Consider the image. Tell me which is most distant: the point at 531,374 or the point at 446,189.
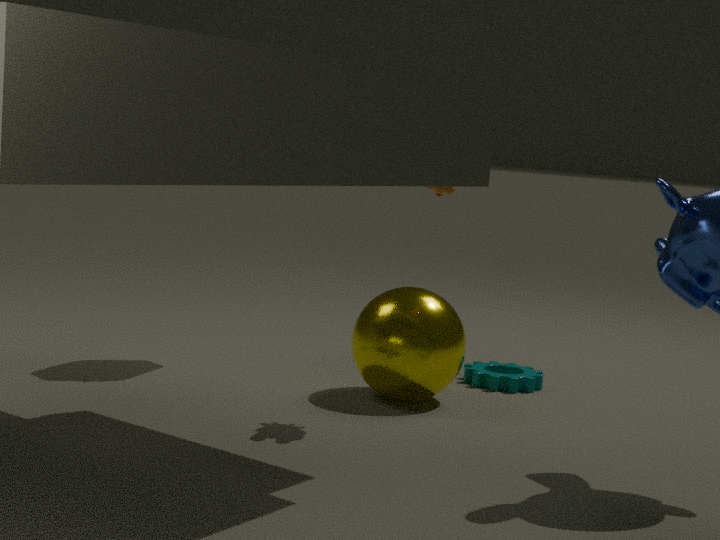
the point at 531,374
